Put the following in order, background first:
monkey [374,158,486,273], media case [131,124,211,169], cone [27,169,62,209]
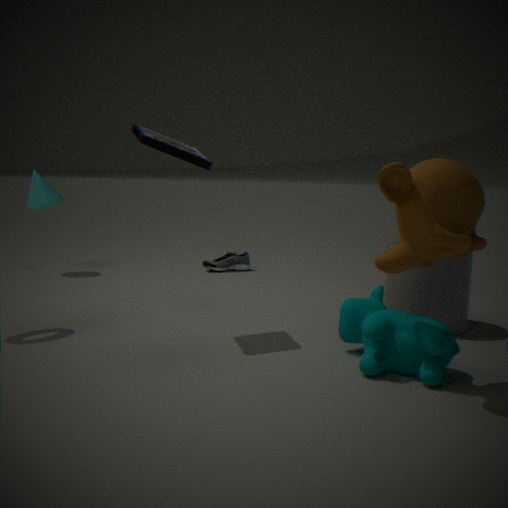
cone [27,169,62,209] < media case [131,124,211,169] < monkey [374,158,486,273]
